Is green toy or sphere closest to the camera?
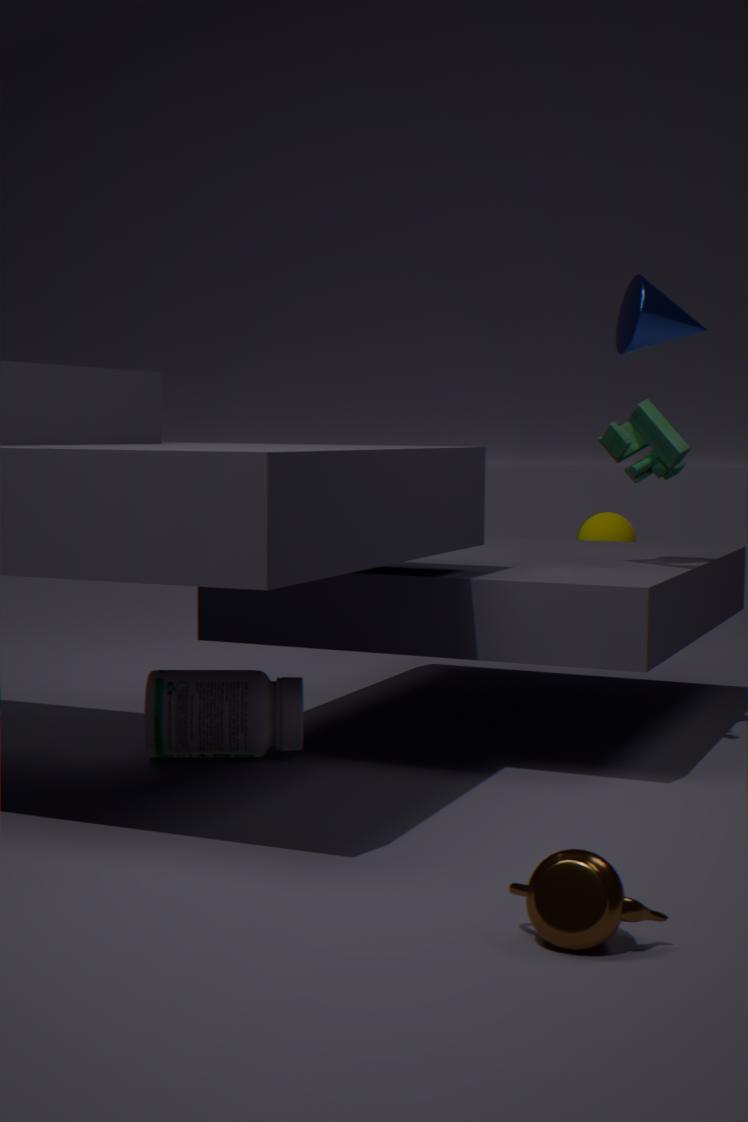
green toy
